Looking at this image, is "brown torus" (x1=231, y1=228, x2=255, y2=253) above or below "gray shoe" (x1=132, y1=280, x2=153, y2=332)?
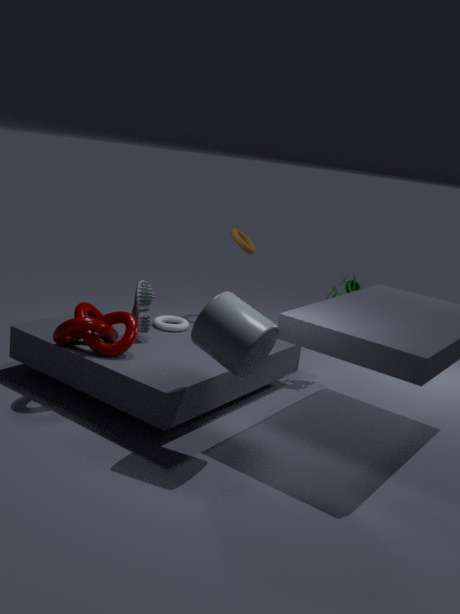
above
